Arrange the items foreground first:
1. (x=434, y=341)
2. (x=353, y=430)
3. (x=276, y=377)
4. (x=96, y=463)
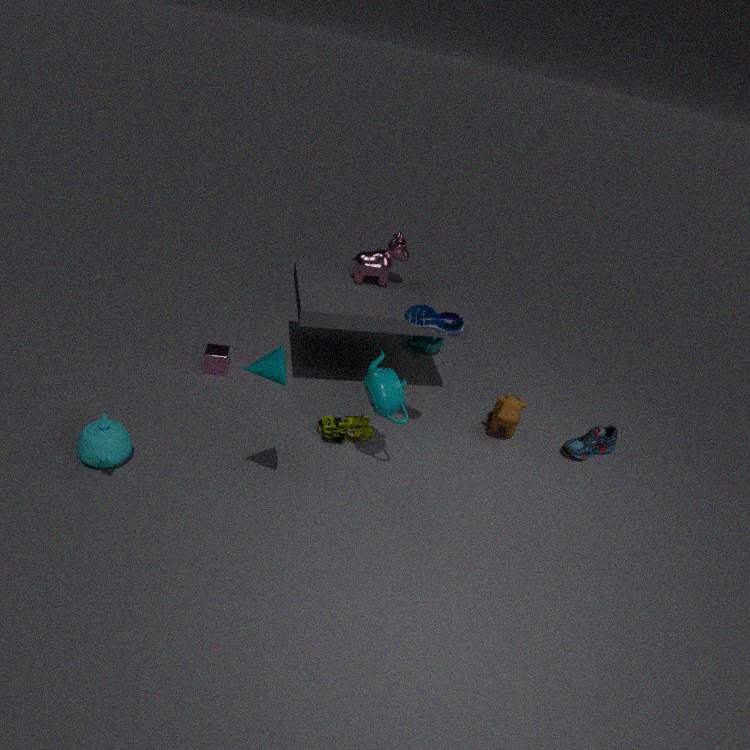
(x=276, y=377)
(x=96, y=463)
(x=353, y=430)
(x=434, y=341)
